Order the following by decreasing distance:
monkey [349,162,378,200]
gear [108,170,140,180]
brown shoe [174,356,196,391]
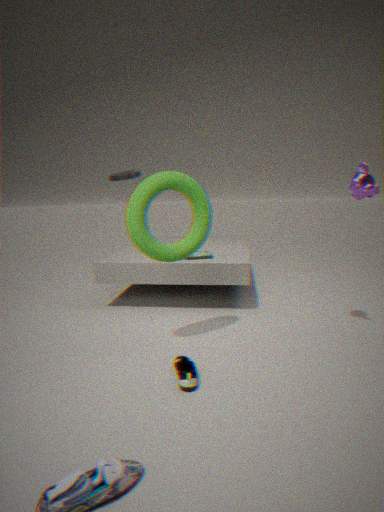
gear [108,170,140,180] < monkey [349,162,378,200] < brown shoe [174,356,196,391]
